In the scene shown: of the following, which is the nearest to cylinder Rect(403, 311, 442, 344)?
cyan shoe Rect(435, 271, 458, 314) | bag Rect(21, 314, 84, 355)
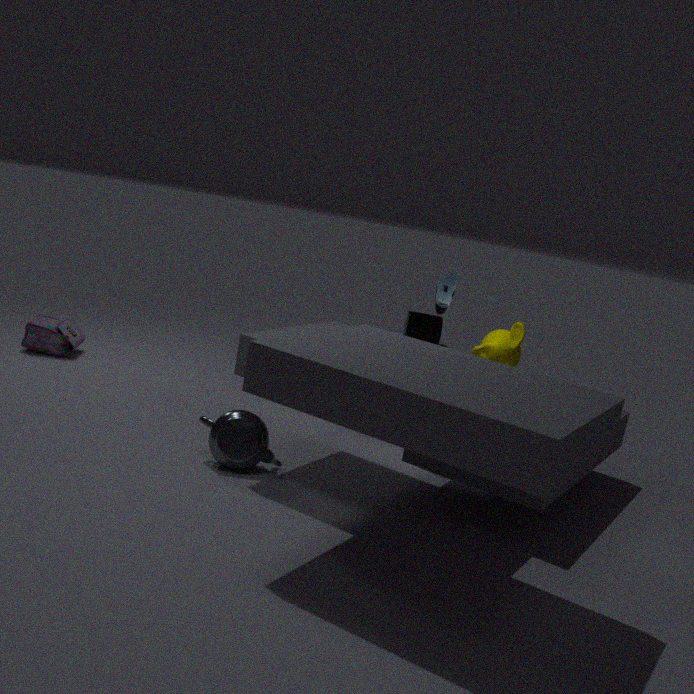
cyan shoe Rect(435, 271, 458, 314)
